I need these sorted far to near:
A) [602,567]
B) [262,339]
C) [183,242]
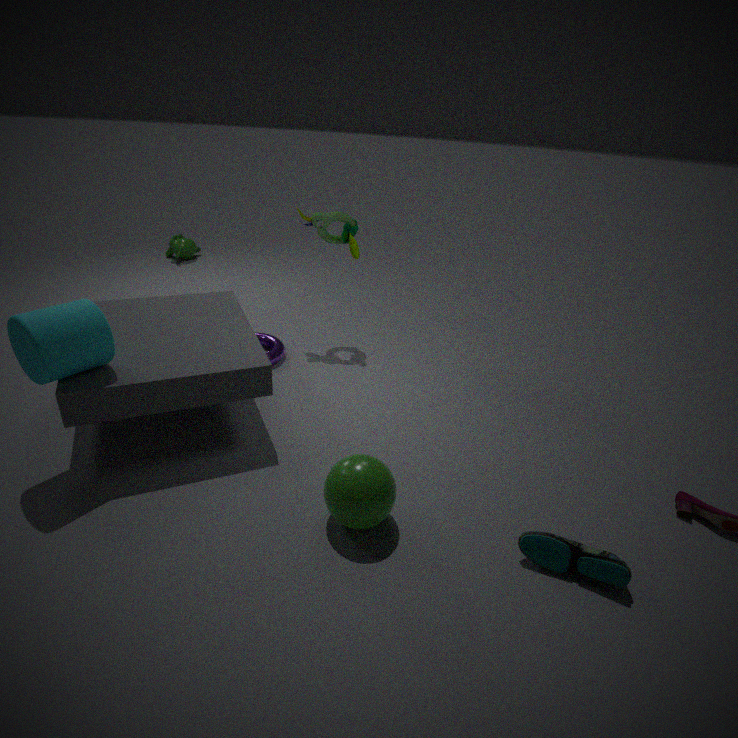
[183,242], [262,339], [602,567]
